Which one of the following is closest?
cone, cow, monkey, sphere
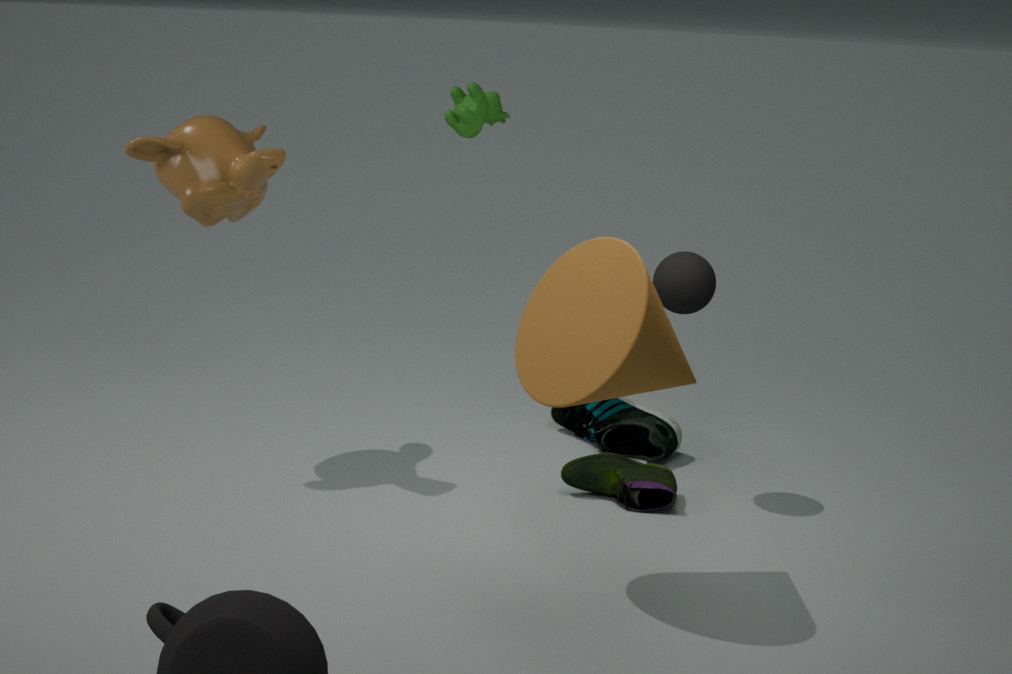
cone
